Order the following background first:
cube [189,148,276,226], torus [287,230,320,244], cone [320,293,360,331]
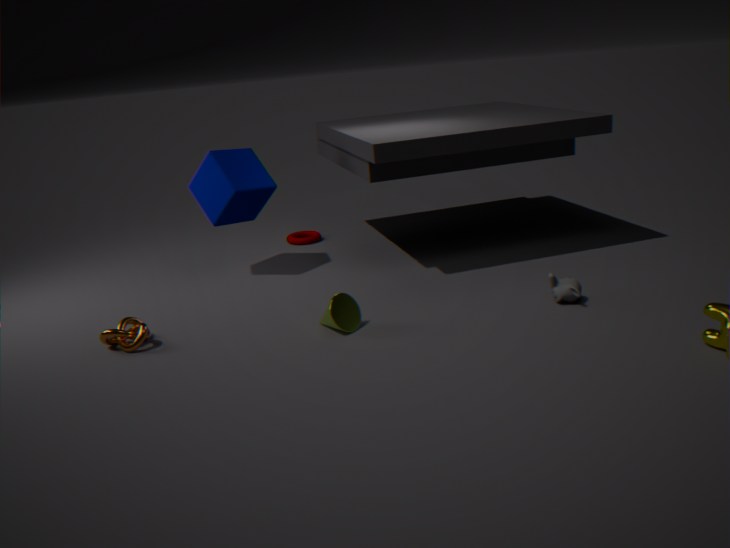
Result: 1. torus [287,230,320,244]
2. cube [189,148,276,226]
3. cone [320,293,360,331]
